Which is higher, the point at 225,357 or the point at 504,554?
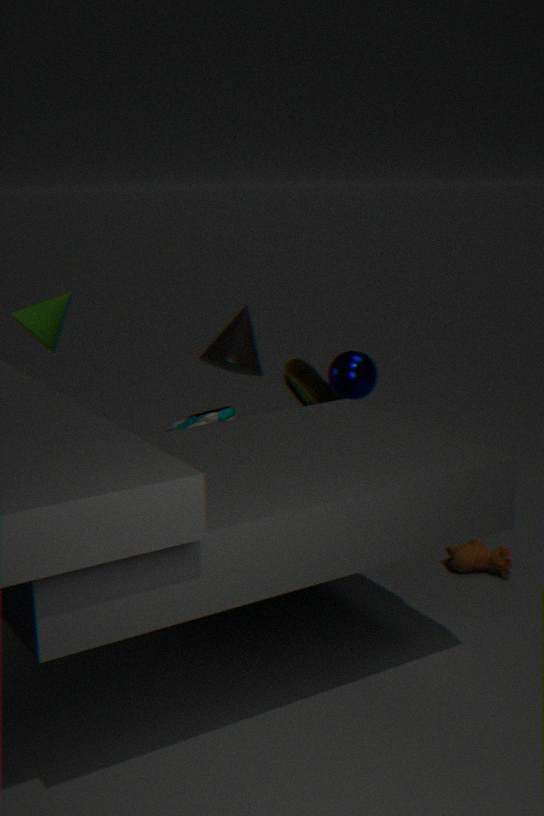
the point at 225,357
